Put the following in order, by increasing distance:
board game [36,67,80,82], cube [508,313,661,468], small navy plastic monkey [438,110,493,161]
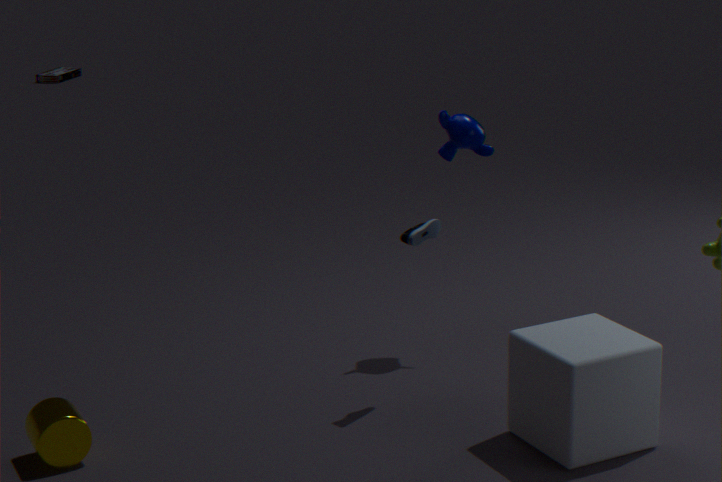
1. cube [508,313,661,468]
2. small navy plastic monkey [438,110,493,161]
3. board game [36,67,80,82]
